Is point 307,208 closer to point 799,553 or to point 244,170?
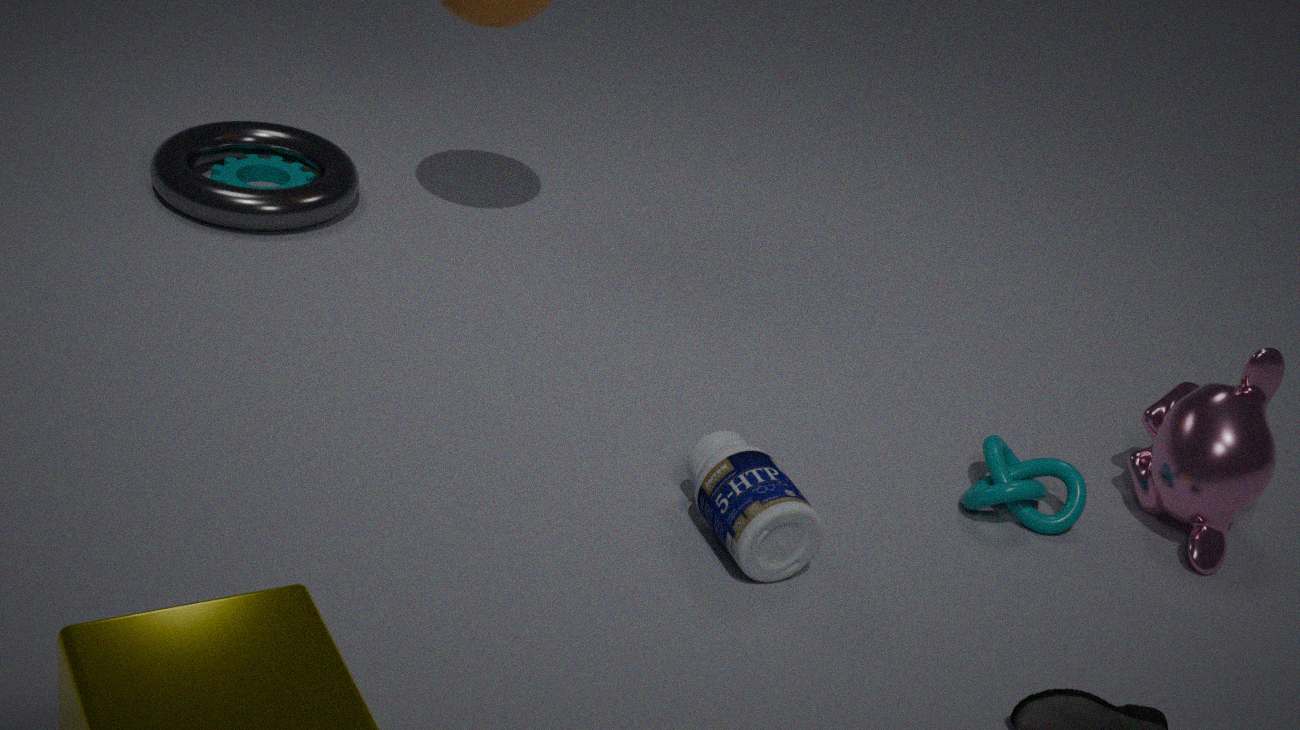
point 244,170
